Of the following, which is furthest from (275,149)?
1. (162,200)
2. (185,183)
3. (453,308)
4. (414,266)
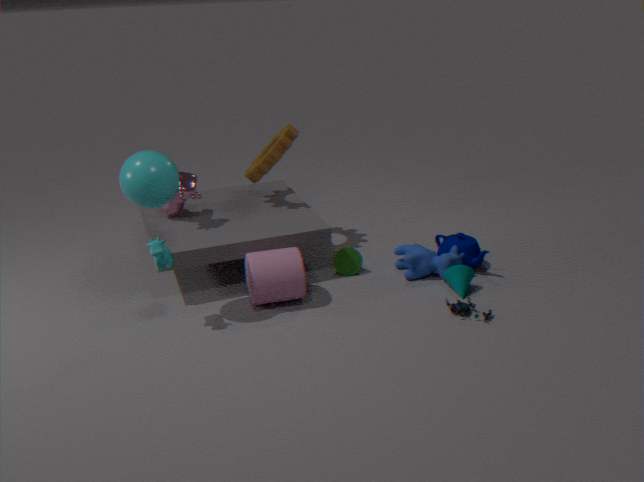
(453,308)
